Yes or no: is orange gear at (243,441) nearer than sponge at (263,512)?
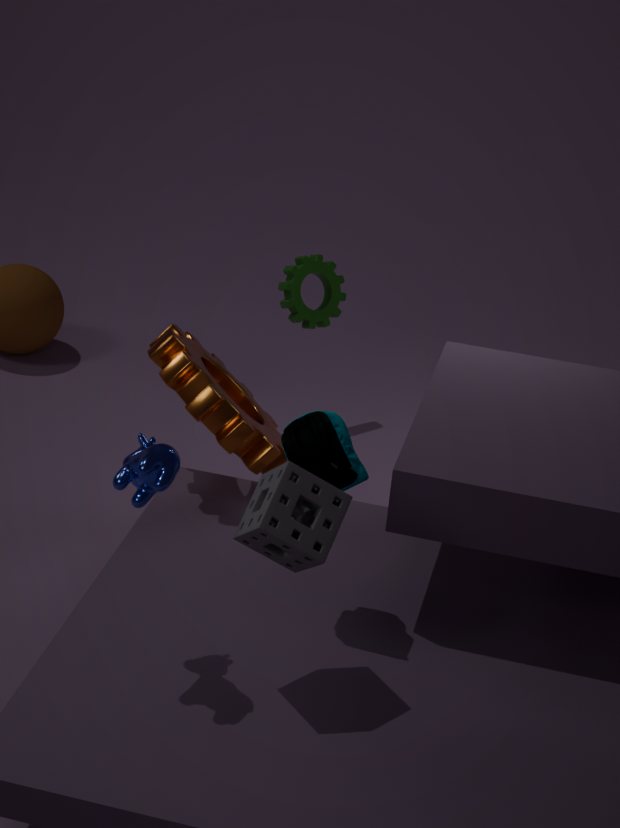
No
